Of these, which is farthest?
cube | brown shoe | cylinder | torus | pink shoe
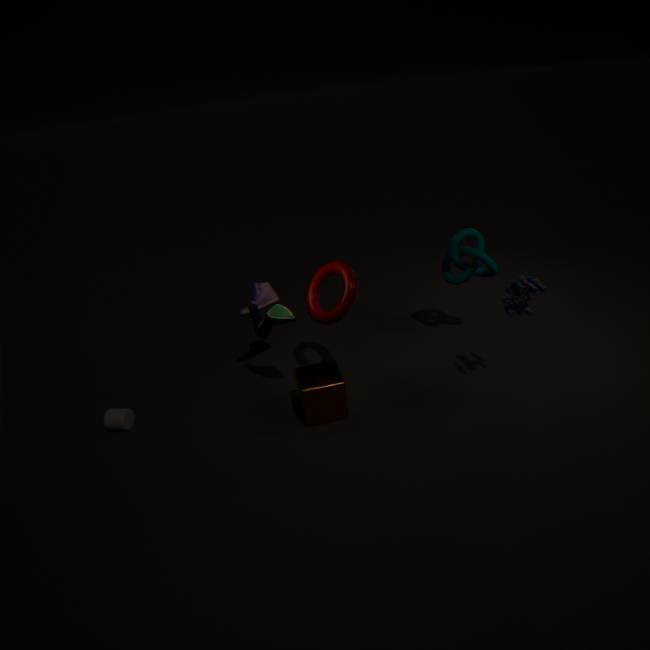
pink shoe
